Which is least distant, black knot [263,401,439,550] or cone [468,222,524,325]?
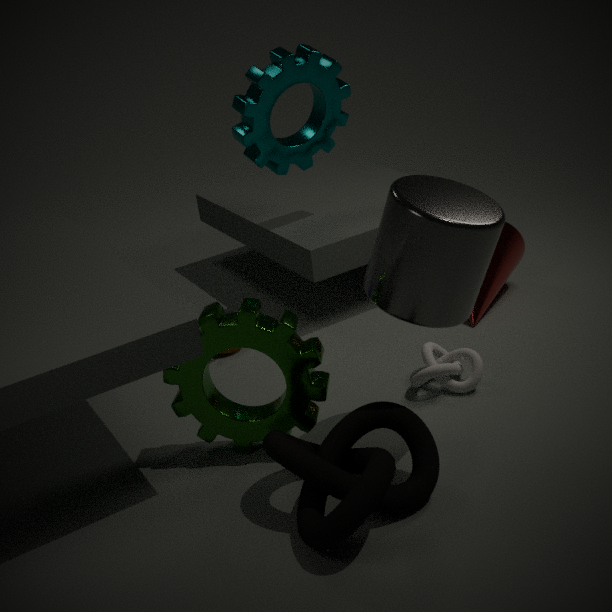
black knot [263,401,439,550]
